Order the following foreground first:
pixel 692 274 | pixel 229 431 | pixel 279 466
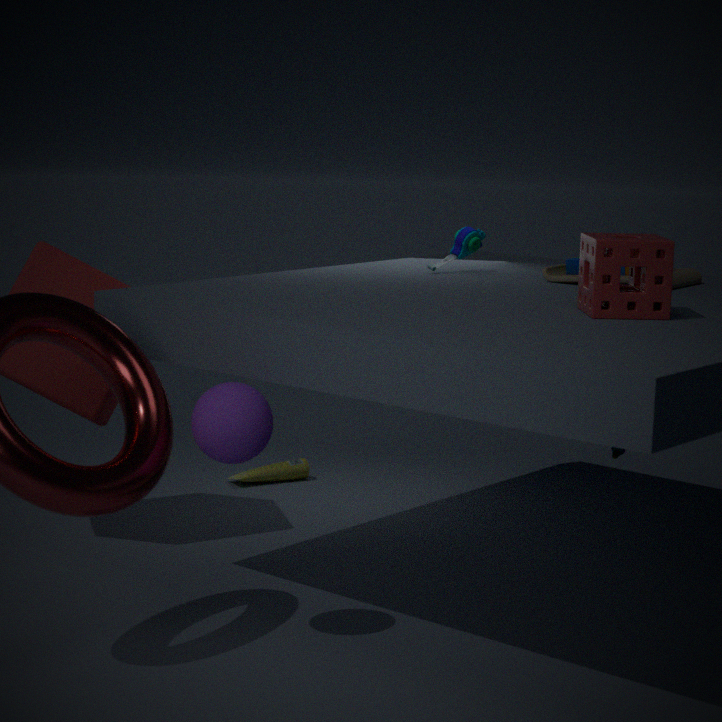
1. pixel 229 431
2. pixel 692 274
3. pixel 279 466
